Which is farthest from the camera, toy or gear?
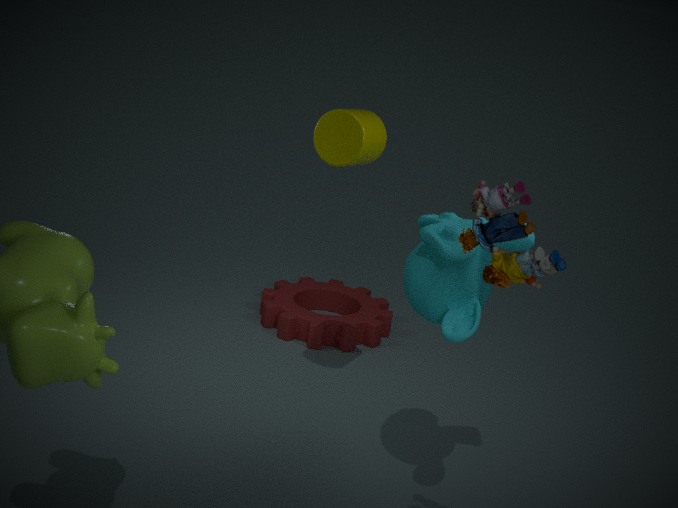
gear
